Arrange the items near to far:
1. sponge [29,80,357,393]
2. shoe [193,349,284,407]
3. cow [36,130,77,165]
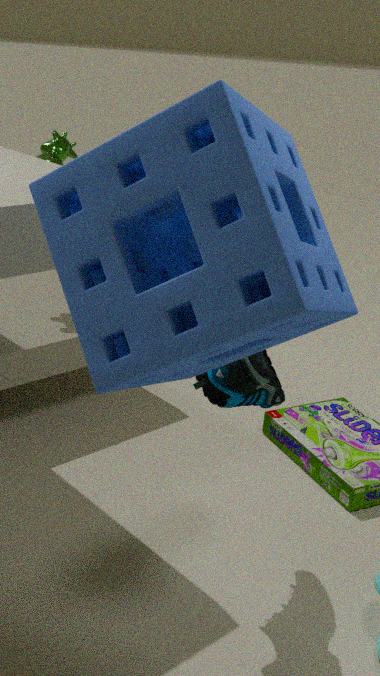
sponge [29,80,357,393]
shoe [193,349,284,407]
cow [36,130,77,165]
